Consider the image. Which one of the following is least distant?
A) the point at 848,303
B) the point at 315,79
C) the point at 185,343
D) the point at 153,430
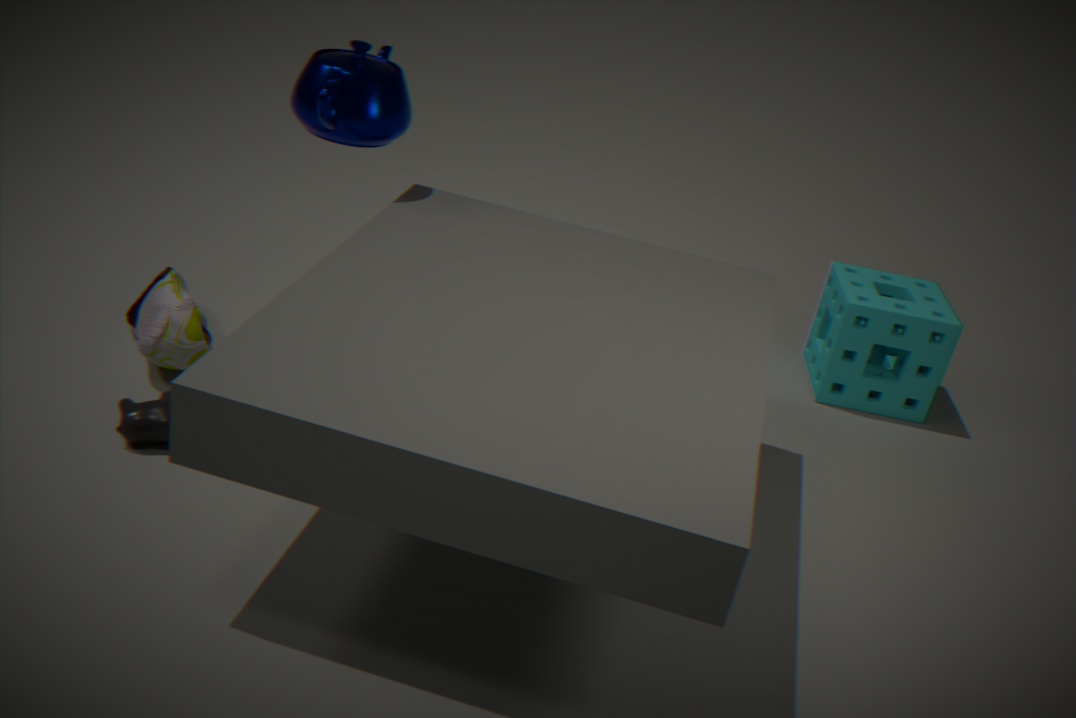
the point at 153,430
